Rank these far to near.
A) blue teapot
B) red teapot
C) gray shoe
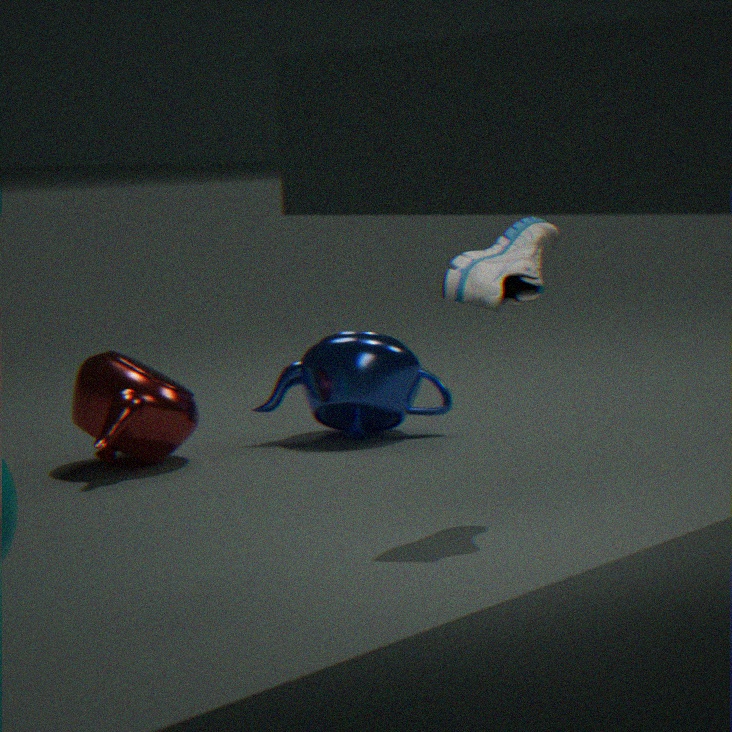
1. blue teapot
2. red teapot
3. gray shoe
